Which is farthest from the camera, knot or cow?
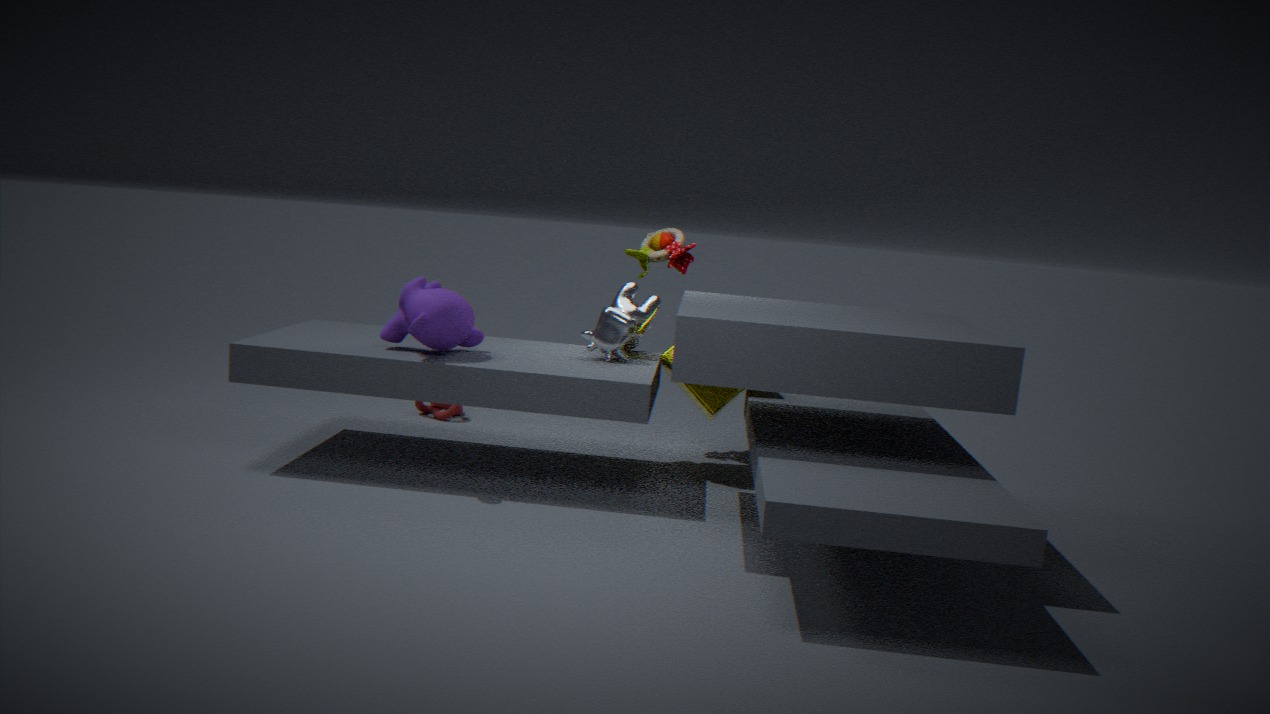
knot
